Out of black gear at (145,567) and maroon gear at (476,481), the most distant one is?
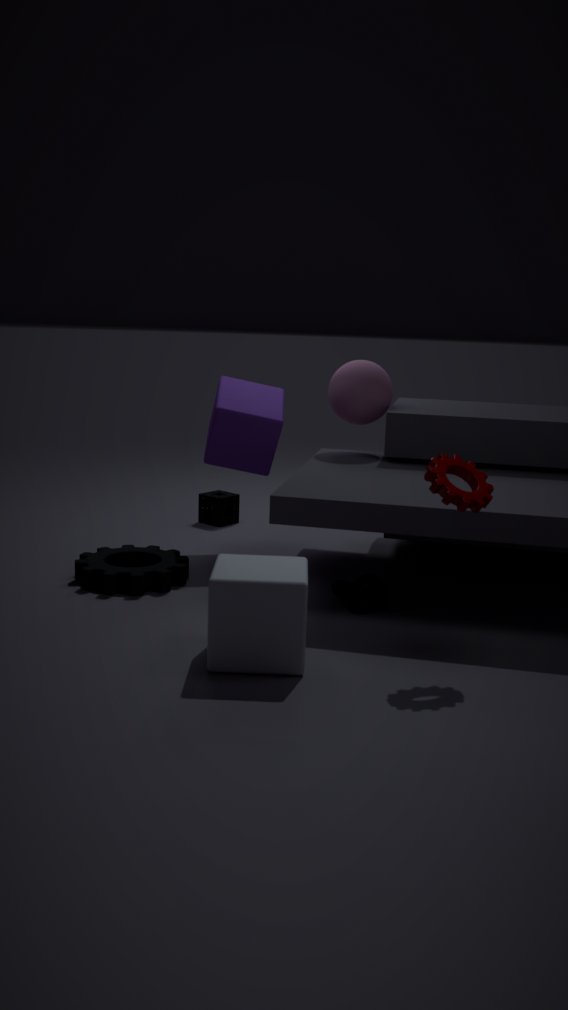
black gear at (145,567)
